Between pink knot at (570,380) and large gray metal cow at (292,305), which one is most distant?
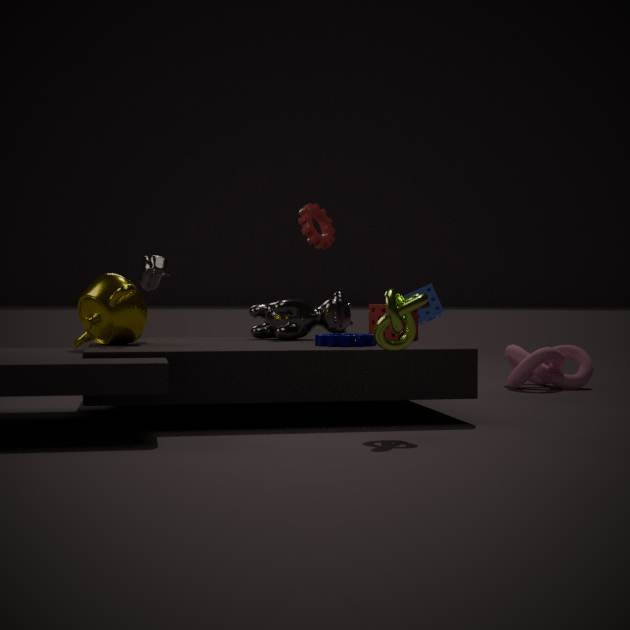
pink knot at (570,380)
